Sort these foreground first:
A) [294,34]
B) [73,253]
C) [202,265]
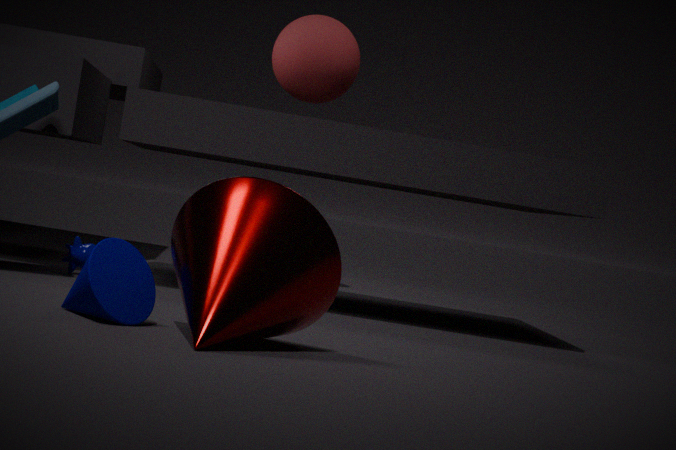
[202,265] < [73,253] < [294,34]
